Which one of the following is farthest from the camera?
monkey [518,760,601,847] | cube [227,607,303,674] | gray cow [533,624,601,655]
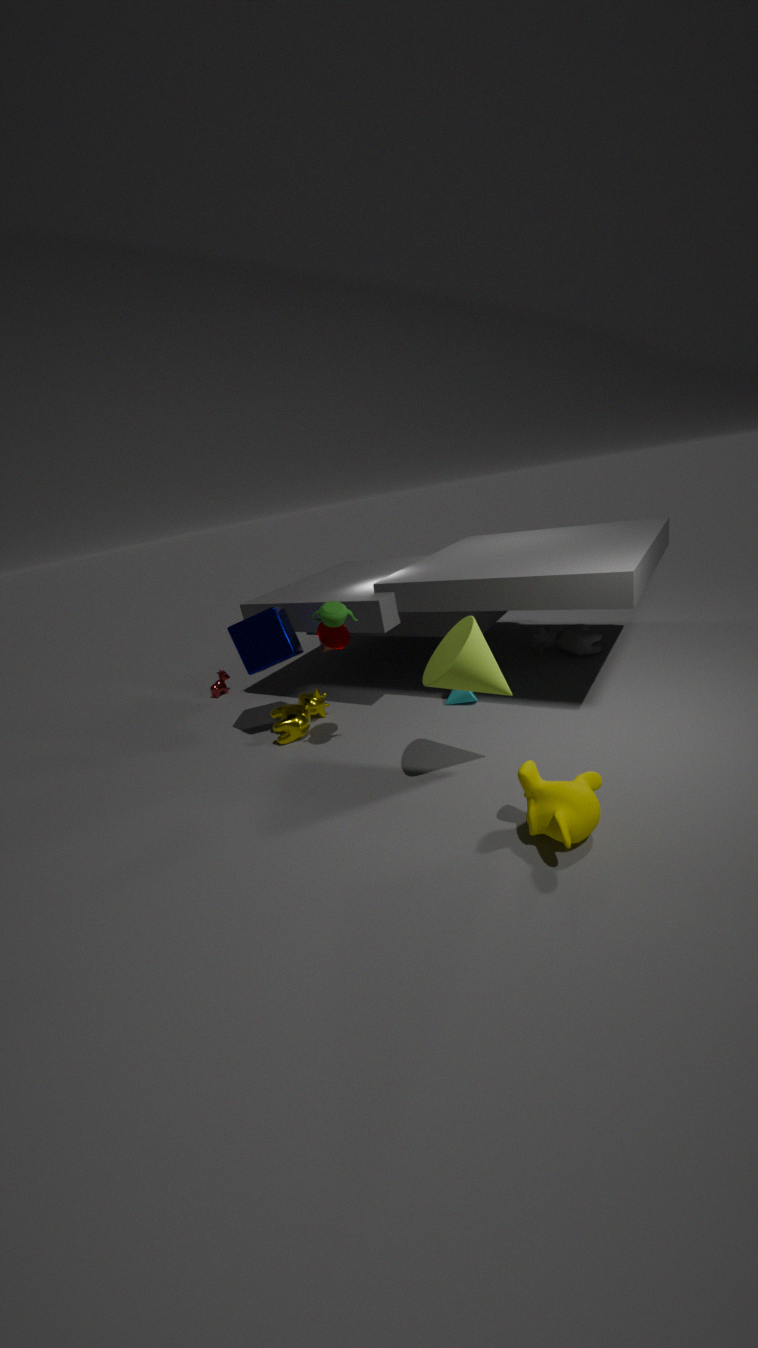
gray cow [533,624,601,655]
